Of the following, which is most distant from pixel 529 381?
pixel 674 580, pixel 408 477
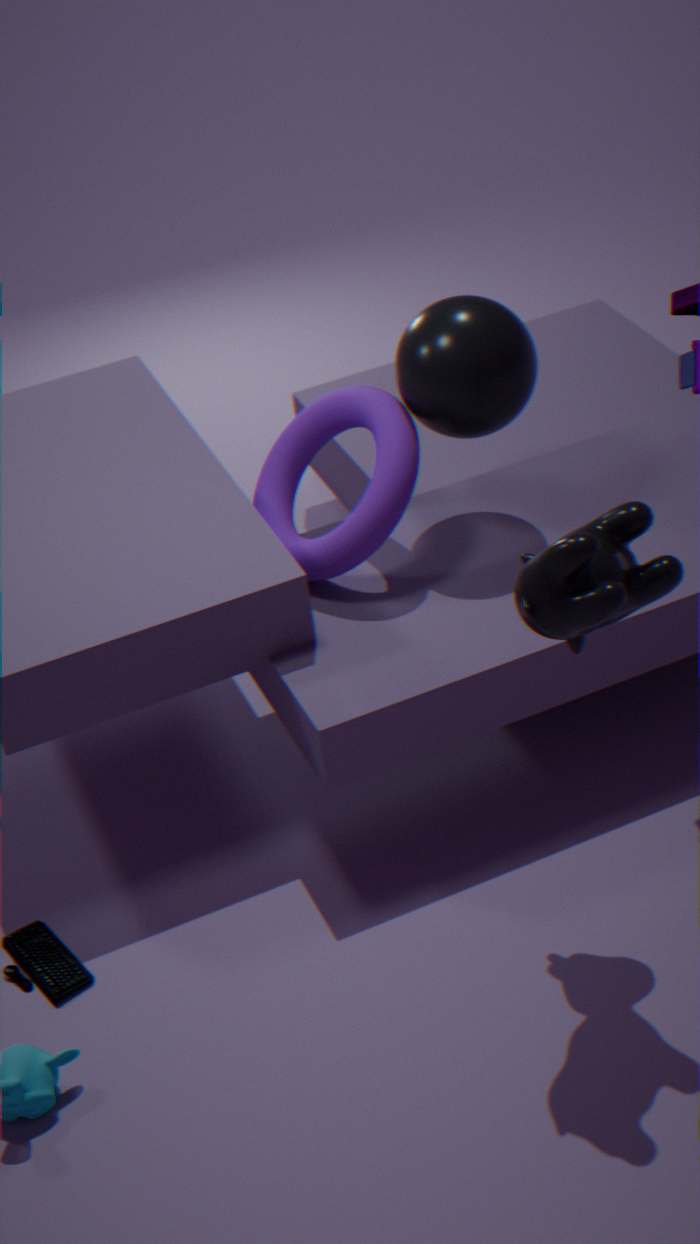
pixel 674 580
